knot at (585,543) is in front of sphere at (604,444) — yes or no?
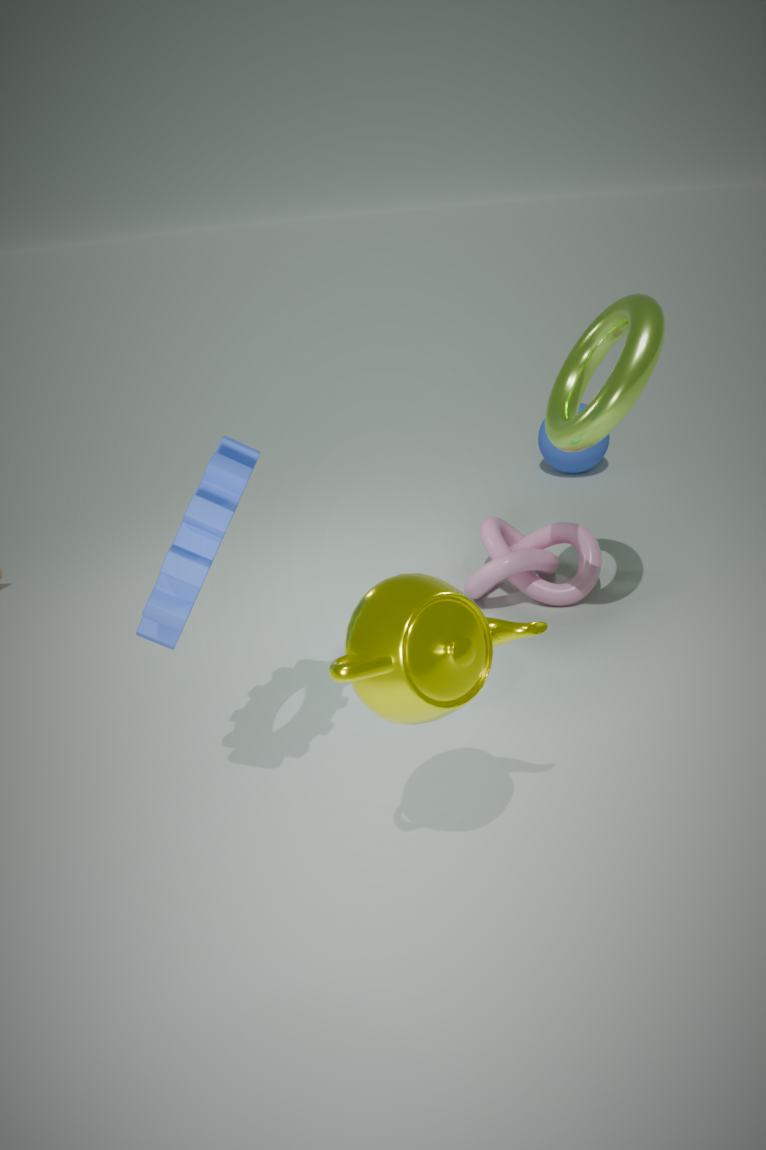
Yes
